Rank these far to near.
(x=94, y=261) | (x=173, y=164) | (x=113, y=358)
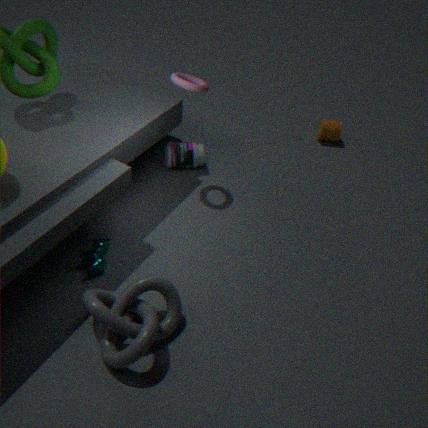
1. (x=173, y=164)
2. (x=94, y=261)
3. (x=113, y=358)
